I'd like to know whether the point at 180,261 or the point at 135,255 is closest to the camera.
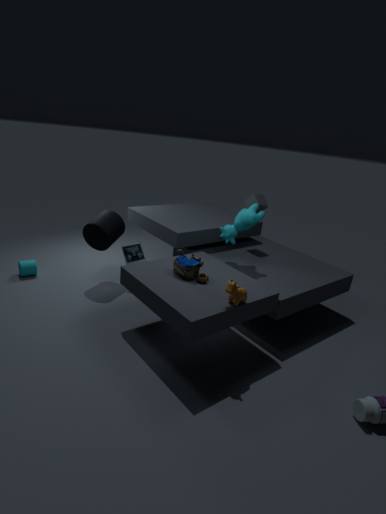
the point at 180,261
